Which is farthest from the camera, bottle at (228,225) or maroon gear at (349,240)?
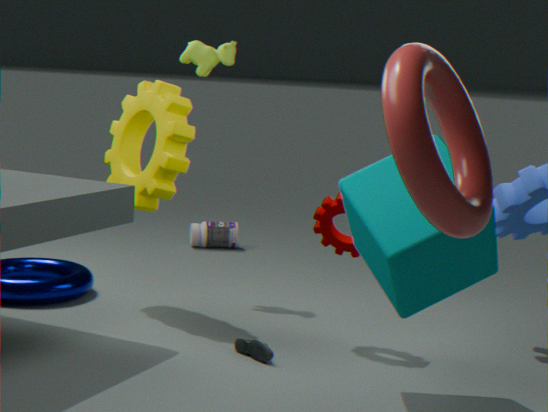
bottle at (228,225)
